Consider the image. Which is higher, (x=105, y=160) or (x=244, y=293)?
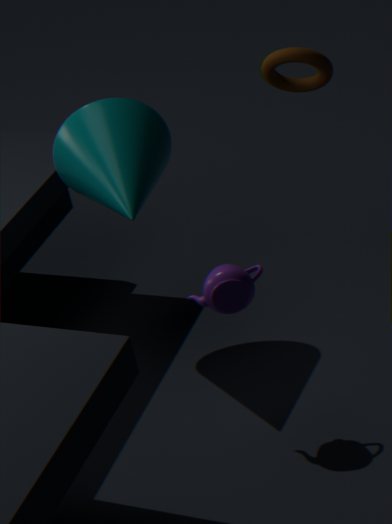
(x=105, y=160)
